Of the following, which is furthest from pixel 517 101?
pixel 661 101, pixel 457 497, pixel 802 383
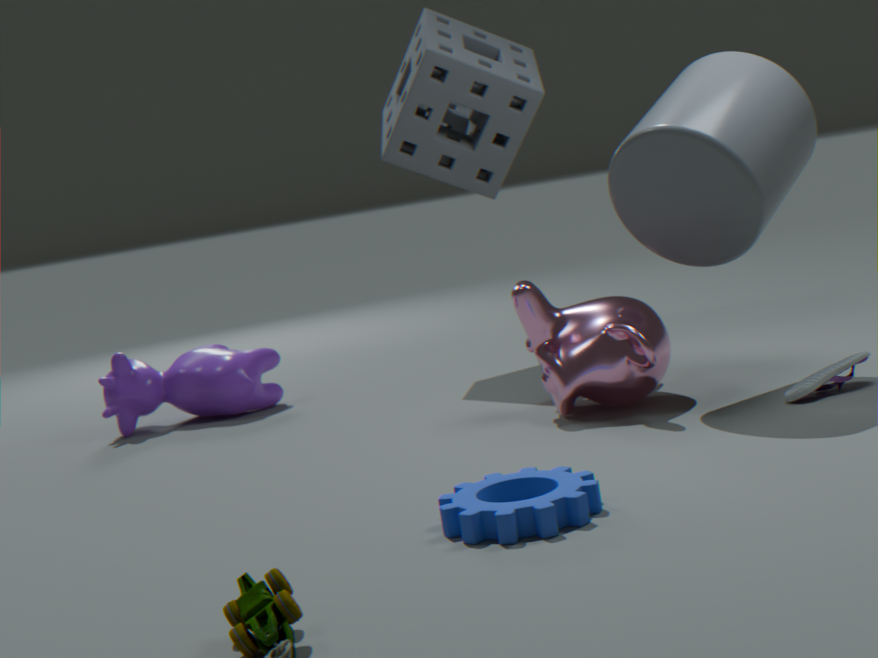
pixel 457 497
